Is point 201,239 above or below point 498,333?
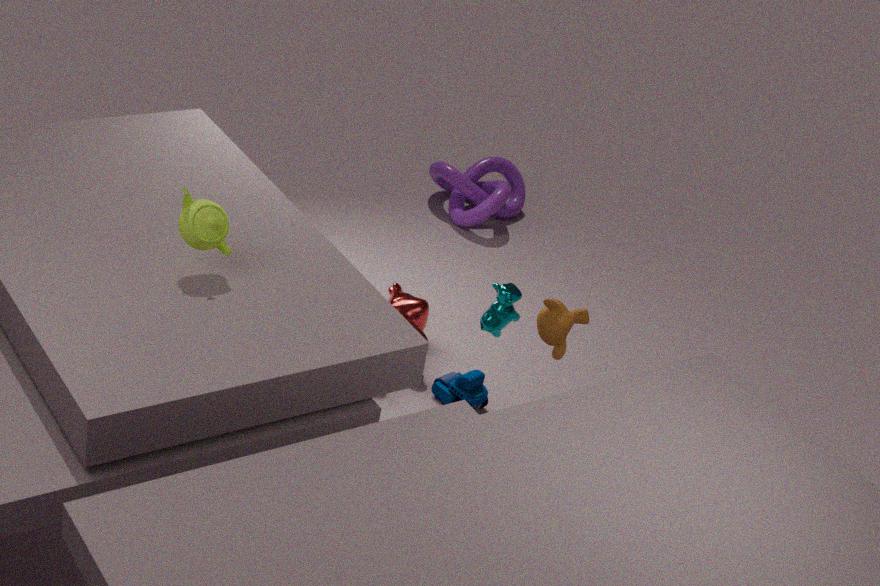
above
